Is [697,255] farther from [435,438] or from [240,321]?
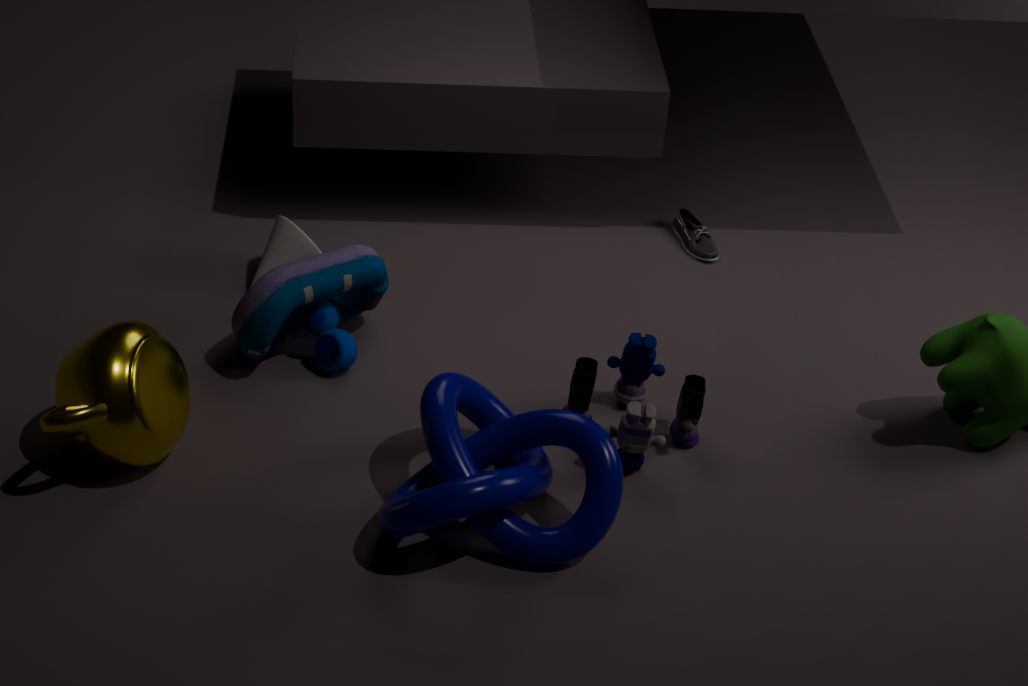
[435,438]
